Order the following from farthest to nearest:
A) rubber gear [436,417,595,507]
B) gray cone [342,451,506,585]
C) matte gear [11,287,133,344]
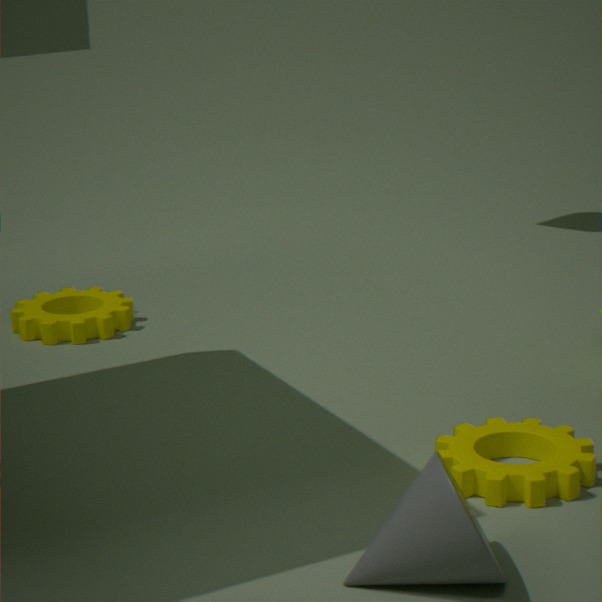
matte gear [11,287,133,344] < rubber gear [436,417,595,507] < gray cone [342,451,506,585]
